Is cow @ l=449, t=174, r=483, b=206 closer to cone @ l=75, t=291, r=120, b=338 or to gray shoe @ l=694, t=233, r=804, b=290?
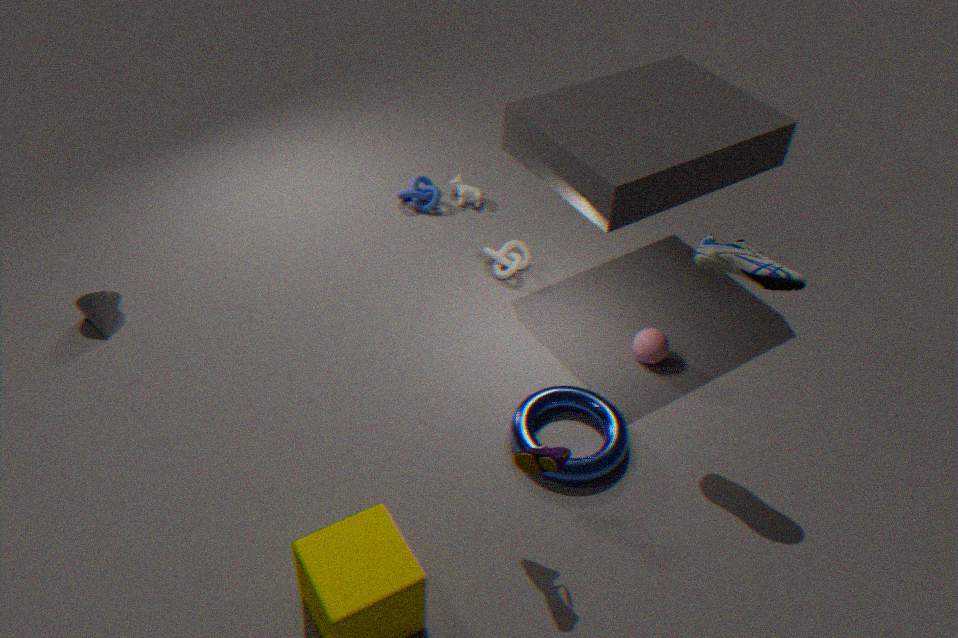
gray shoe @ l=694, t=233, r=804, b=290
